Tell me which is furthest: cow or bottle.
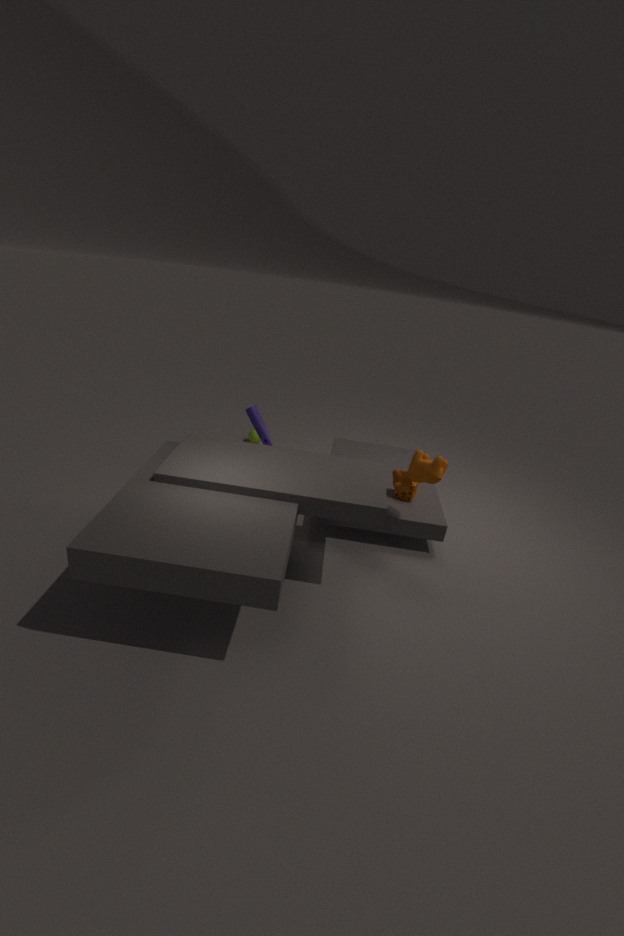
bottle
